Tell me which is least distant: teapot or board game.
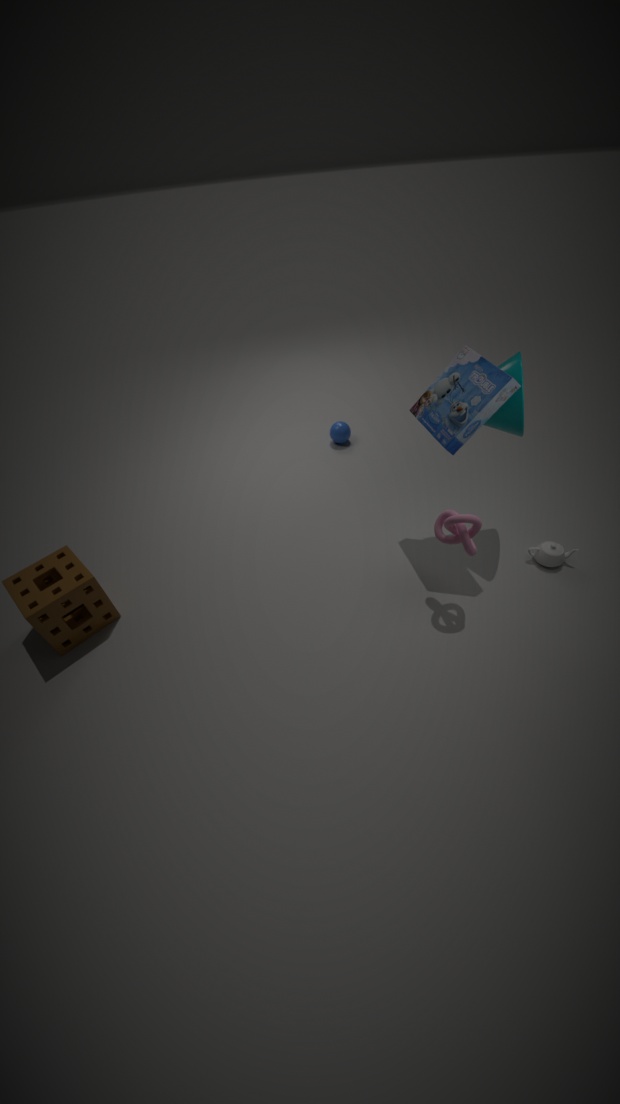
board game
